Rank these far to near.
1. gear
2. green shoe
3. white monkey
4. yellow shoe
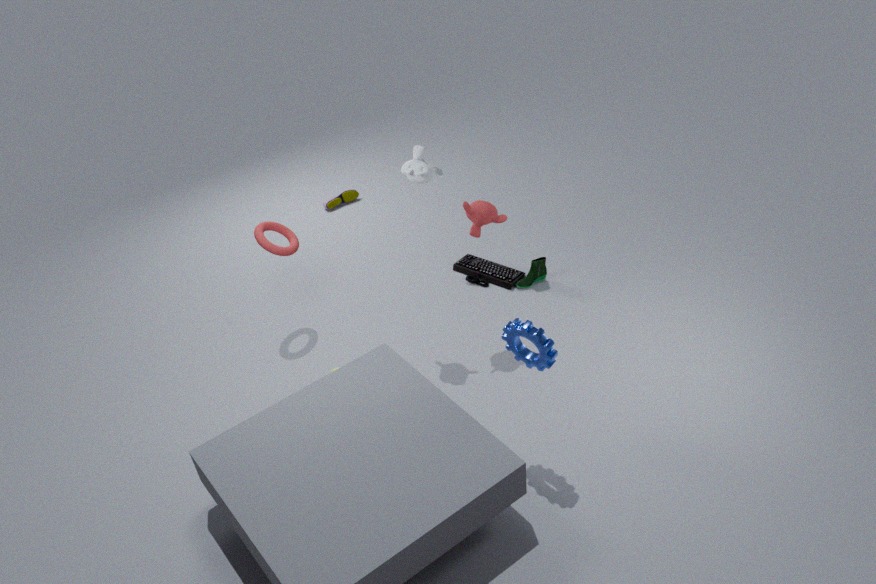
yellow shoe → green shoe → white monkey → gear
